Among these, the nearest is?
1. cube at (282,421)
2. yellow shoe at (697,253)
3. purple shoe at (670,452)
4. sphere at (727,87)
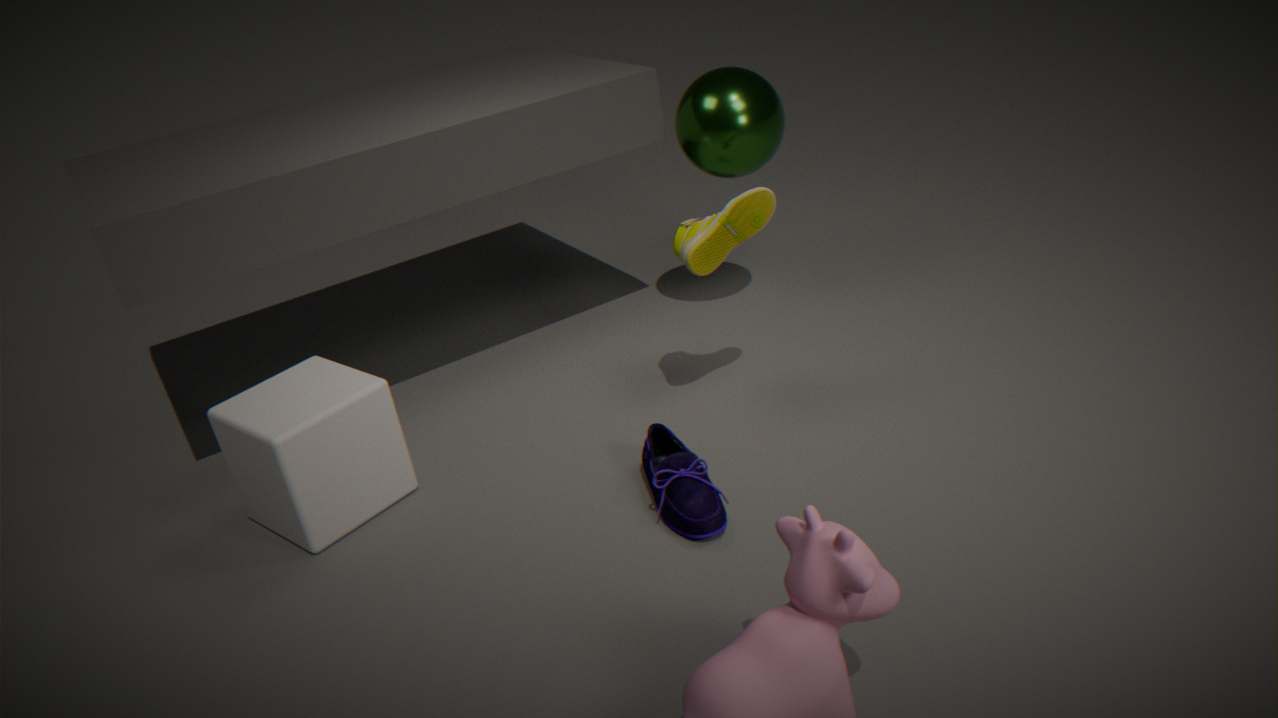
purple shoe at (670,452)
